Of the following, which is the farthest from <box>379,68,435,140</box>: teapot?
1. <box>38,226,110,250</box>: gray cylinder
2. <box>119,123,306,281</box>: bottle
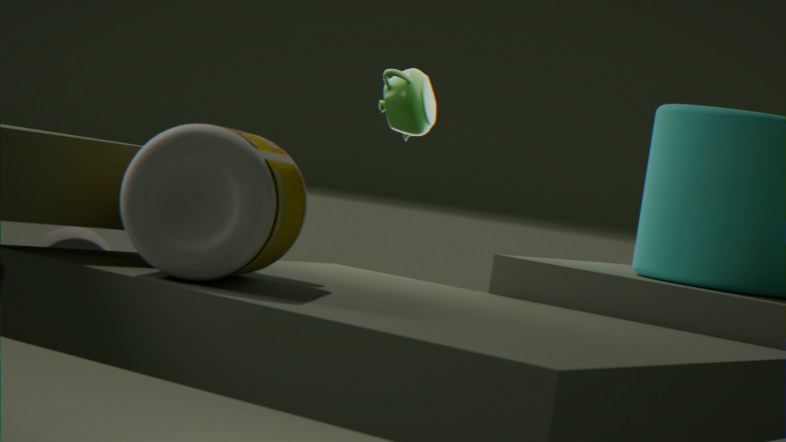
<box>119,123,306,281</box>: bottle
